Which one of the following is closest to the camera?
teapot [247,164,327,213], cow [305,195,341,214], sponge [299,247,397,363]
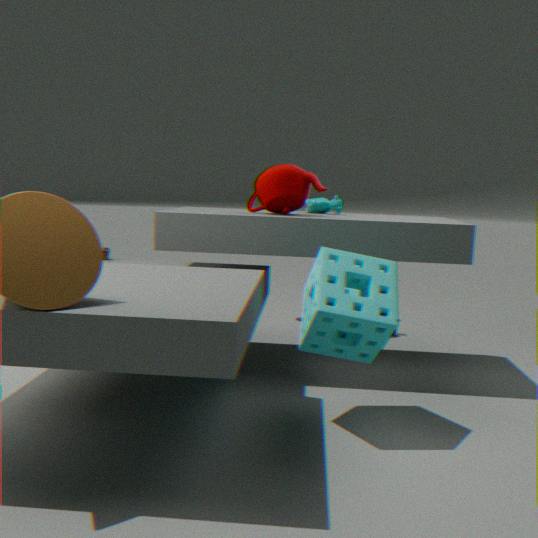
sponge [299,247,397,363]
